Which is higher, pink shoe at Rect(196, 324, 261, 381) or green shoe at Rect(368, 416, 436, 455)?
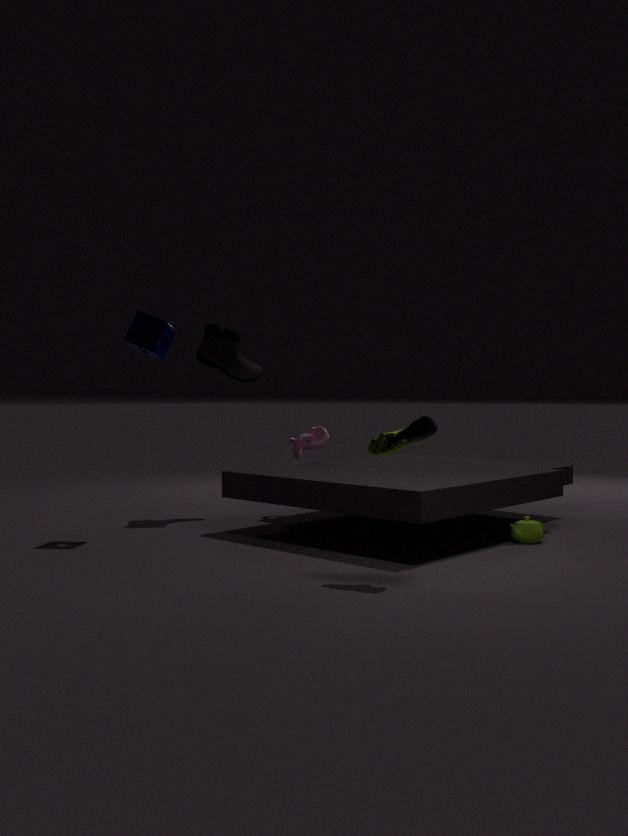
pink shoe at Rect(196, 324, 261, 381)
